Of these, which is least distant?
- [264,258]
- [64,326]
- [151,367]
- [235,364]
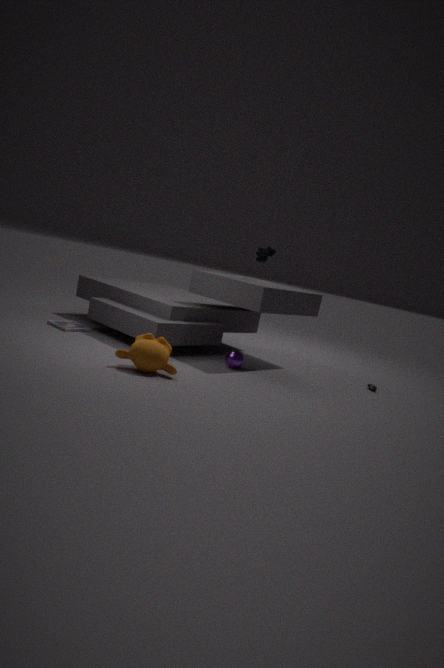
[151,367]
